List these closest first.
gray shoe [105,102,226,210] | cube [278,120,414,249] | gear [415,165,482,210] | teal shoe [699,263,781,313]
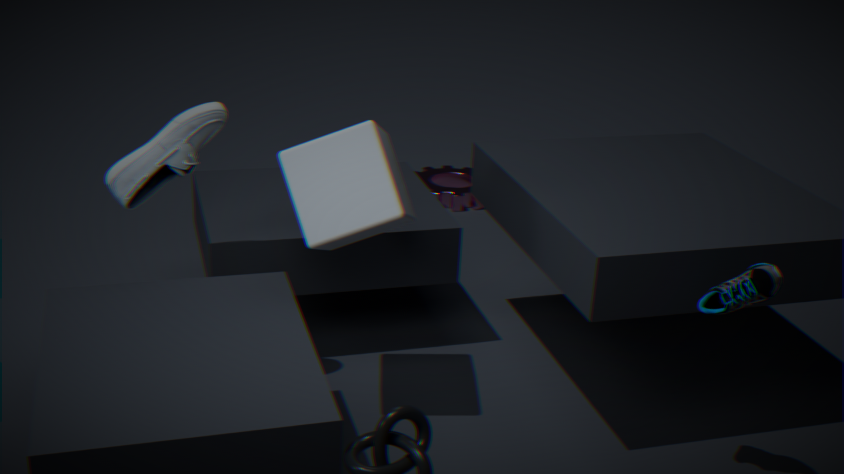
teal shoe [699,263,781,313], cube [278,120,414,249], gray shoe [105,102,226,210], gear [415,165,482,210]
